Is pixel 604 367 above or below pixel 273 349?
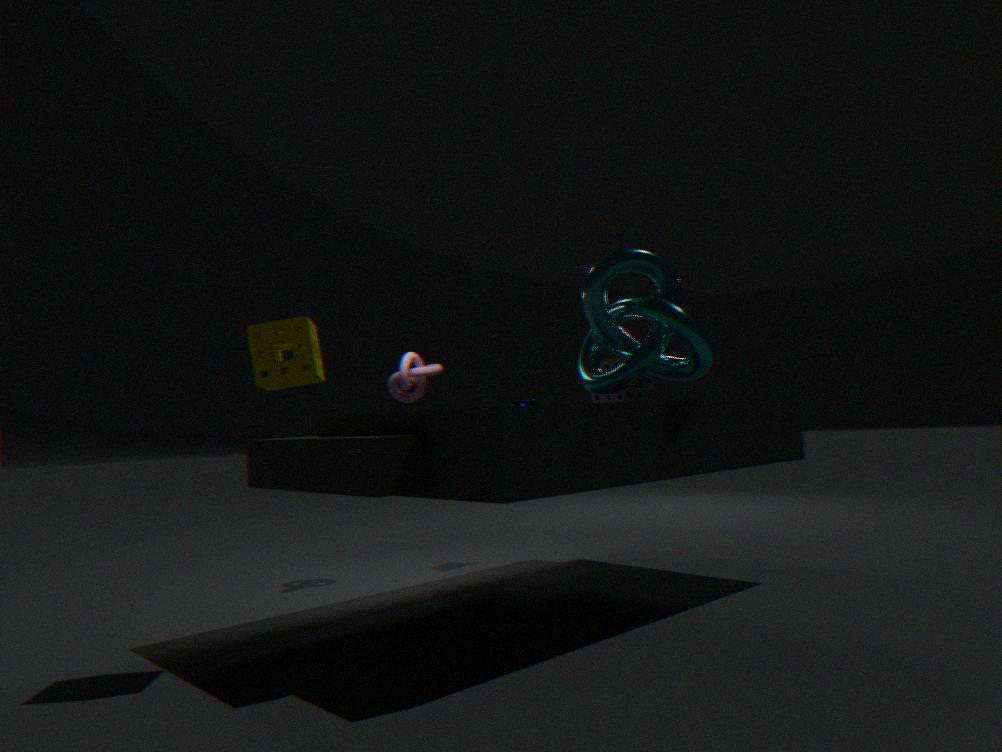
below
